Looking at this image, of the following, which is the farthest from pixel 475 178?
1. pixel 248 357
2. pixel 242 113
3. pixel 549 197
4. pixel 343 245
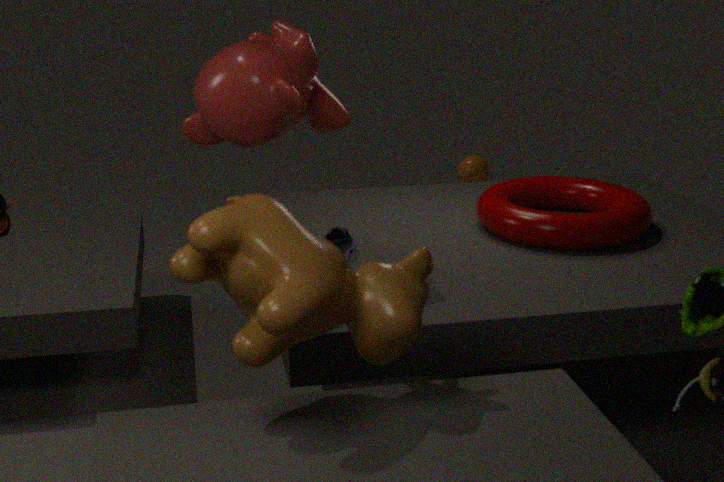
pixel 248 357
